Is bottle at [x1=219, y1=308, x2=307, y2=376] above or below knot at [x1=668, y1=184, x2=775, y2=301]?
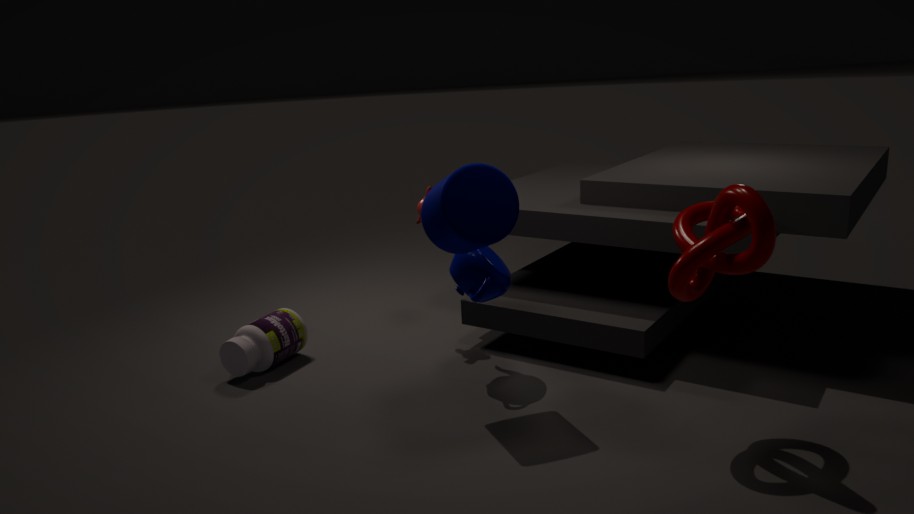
below
